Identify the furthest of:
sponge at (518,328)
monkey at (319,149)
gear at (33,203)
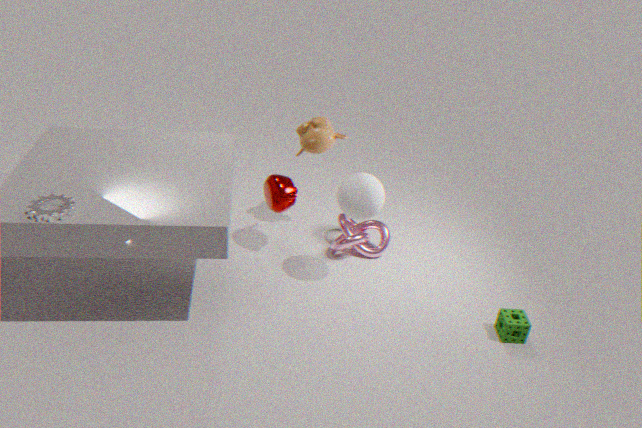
monkey at (319,149)
